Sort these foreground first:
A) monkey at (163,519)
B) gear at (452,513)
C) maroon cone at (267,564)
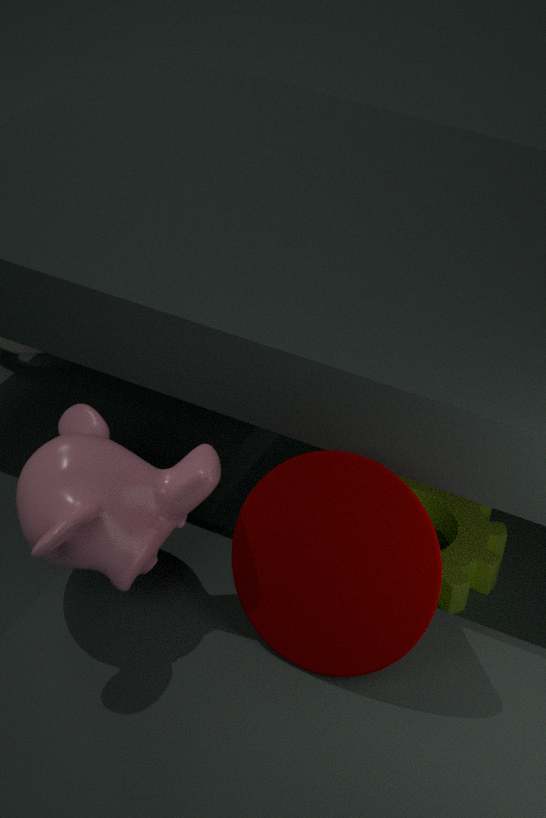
maroon cone at (267,564) < monkey at (163,519) < gear at (452,513)
